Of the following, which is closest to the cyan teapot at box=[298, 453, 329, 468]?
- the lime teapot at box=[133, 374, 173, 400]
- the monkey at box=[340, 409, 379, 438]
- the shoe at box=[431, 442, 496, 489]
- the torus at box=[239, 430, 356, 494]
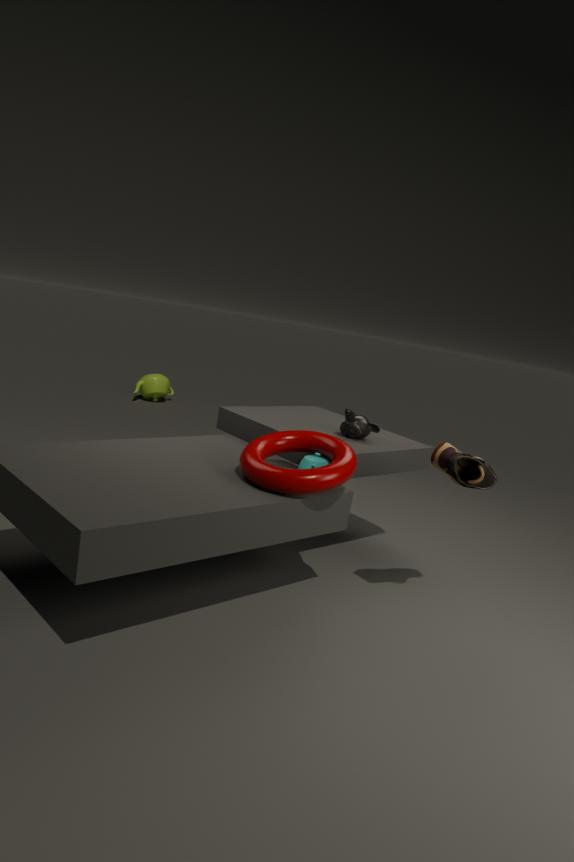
the torus at box=[239, 430, 356, 494]
